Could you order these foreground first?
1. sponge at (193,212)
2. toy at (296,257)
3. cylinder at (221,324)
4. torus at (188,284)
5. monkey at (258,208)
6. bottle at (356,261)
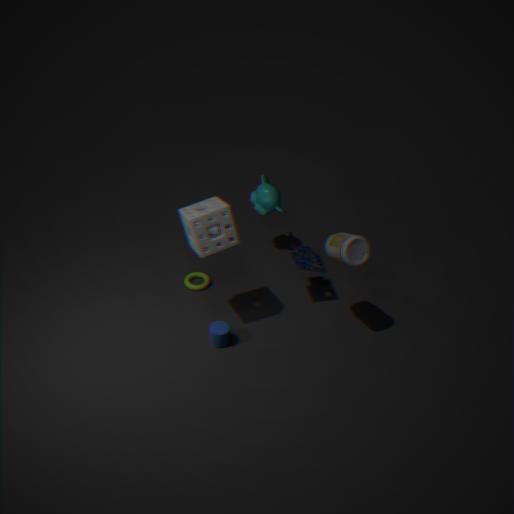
sponge at (193,212) < bottle at (356,261) < cylinder at (221,324) < toy at (296,257) < torus at (188,284) < monkey at (258,208)
